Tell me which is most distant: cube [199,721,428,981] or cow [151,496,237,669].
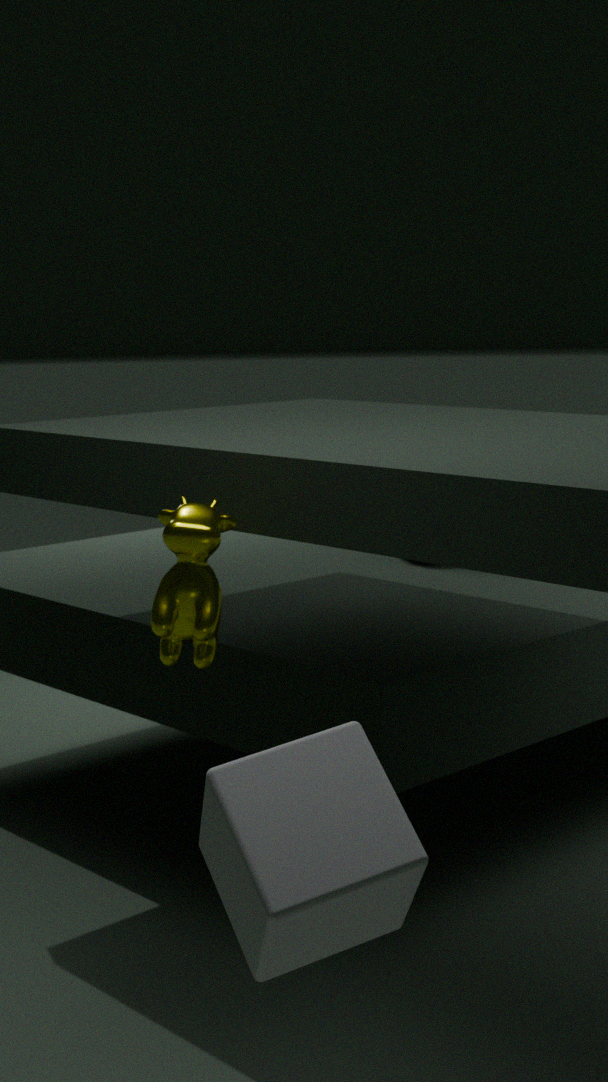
cow [151,496,237,669]
